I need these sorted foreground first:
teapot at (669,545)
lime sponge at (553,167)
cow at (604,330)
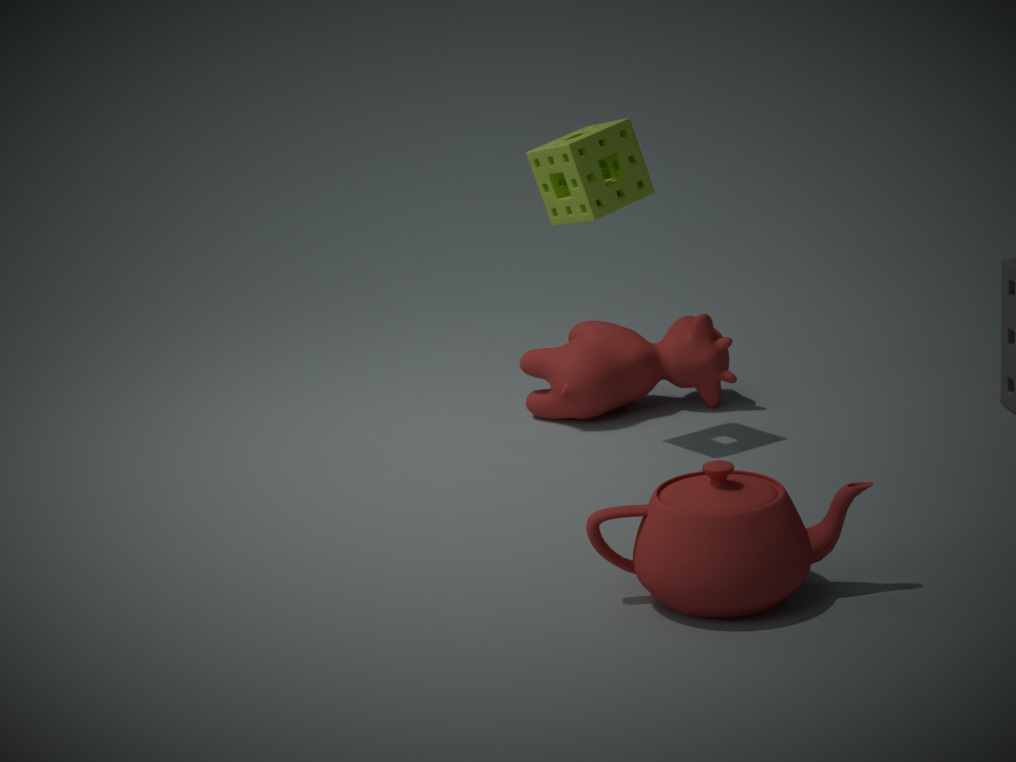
teapot at (669,545)
lime sponge at (553,167)
cow at (604,330)
